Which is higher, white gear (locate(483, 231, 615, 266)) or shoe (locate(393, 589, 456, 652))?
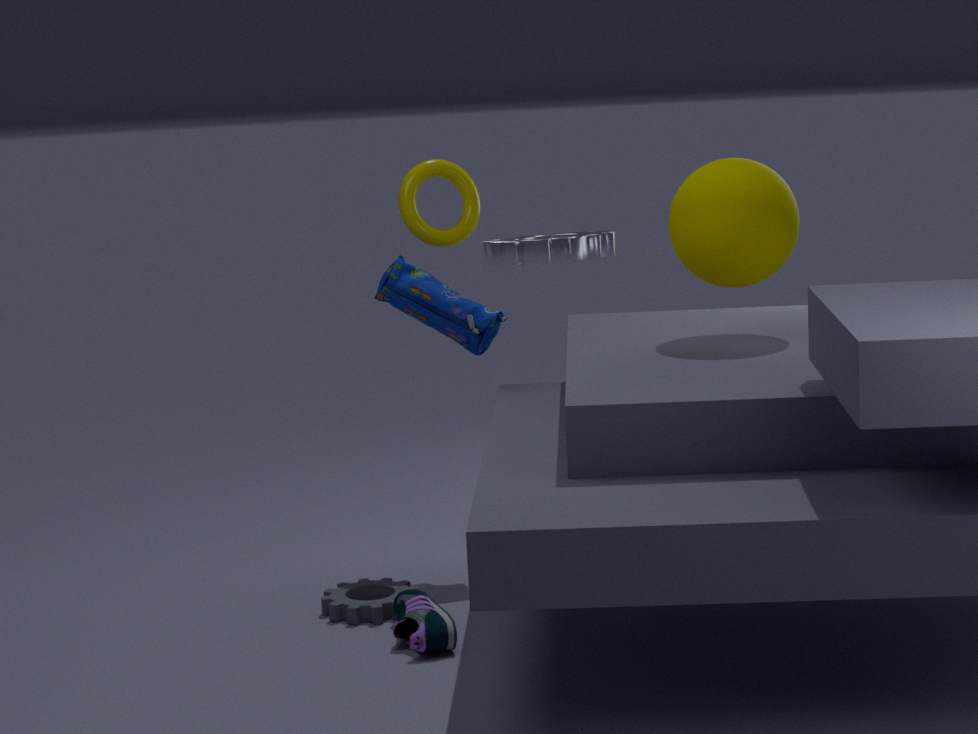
white gear (locate(483, 231, 615, 266))
